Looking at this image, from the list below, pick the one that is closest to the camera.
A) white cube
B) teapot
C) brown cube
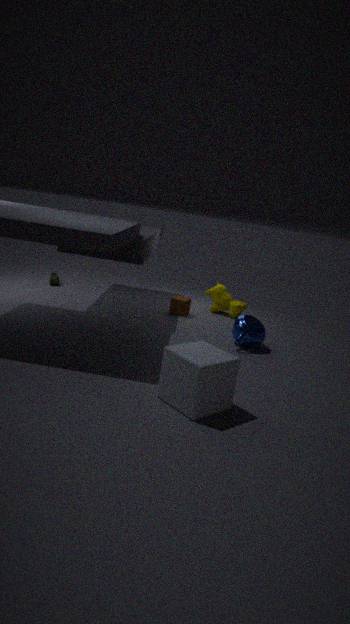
white cube
